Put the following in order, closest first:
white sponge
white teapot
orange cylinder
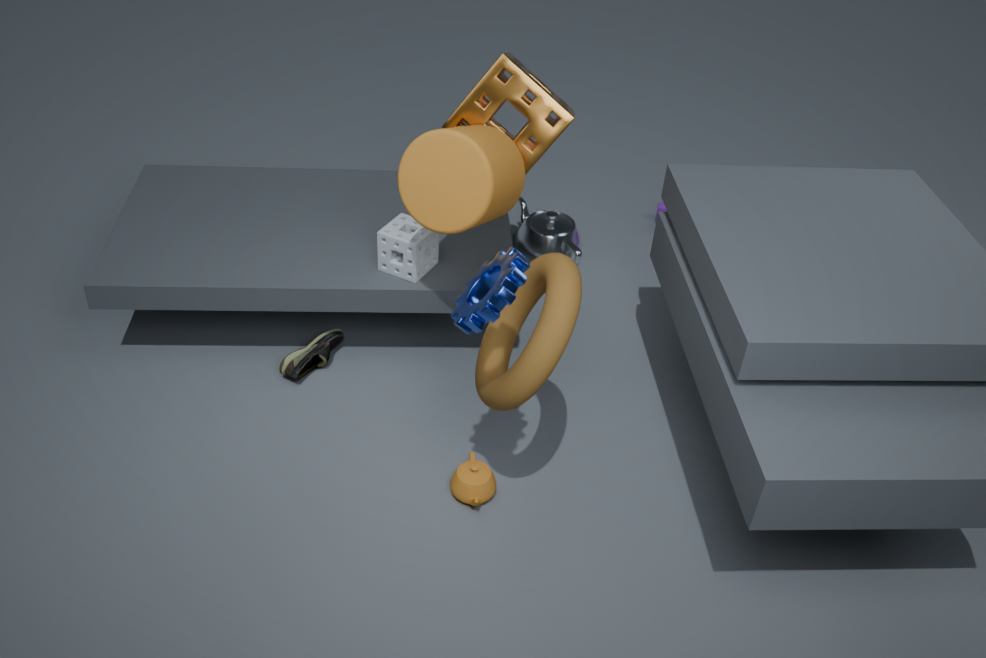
orange cylinder → white sponge → white teapot
